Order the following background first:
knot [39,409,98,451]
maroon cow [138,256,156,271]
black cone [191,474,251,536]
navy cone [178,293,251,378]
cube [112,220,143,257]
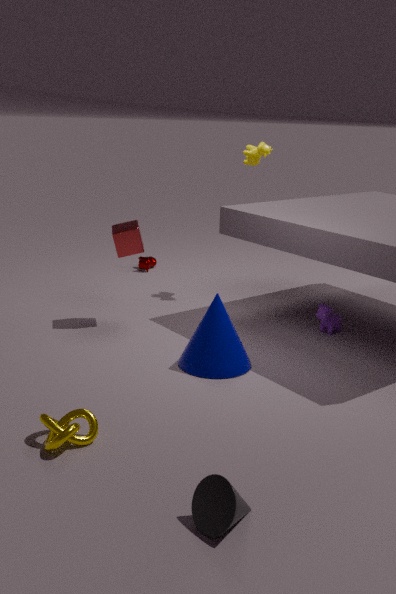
maroon cow [138,256,156,271], cube [112,220,143,257], navy cone [178,293,251,378], knot [39,409,98,451], black cone [191,474,251,536]
